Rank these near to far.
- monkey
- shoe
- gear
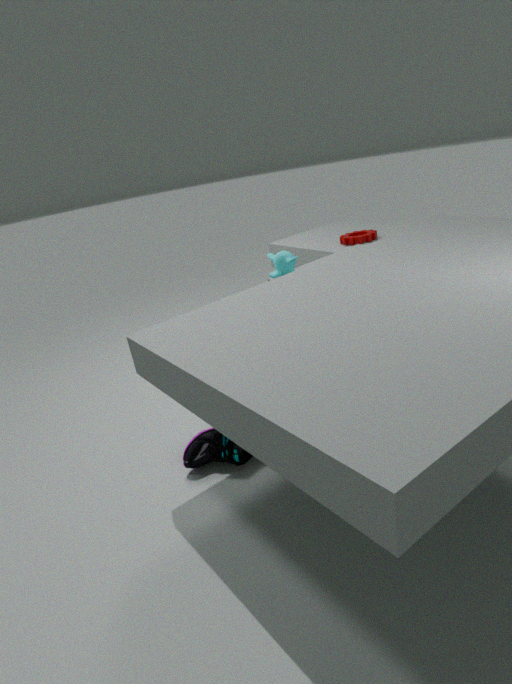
shoe
monkey
gear
